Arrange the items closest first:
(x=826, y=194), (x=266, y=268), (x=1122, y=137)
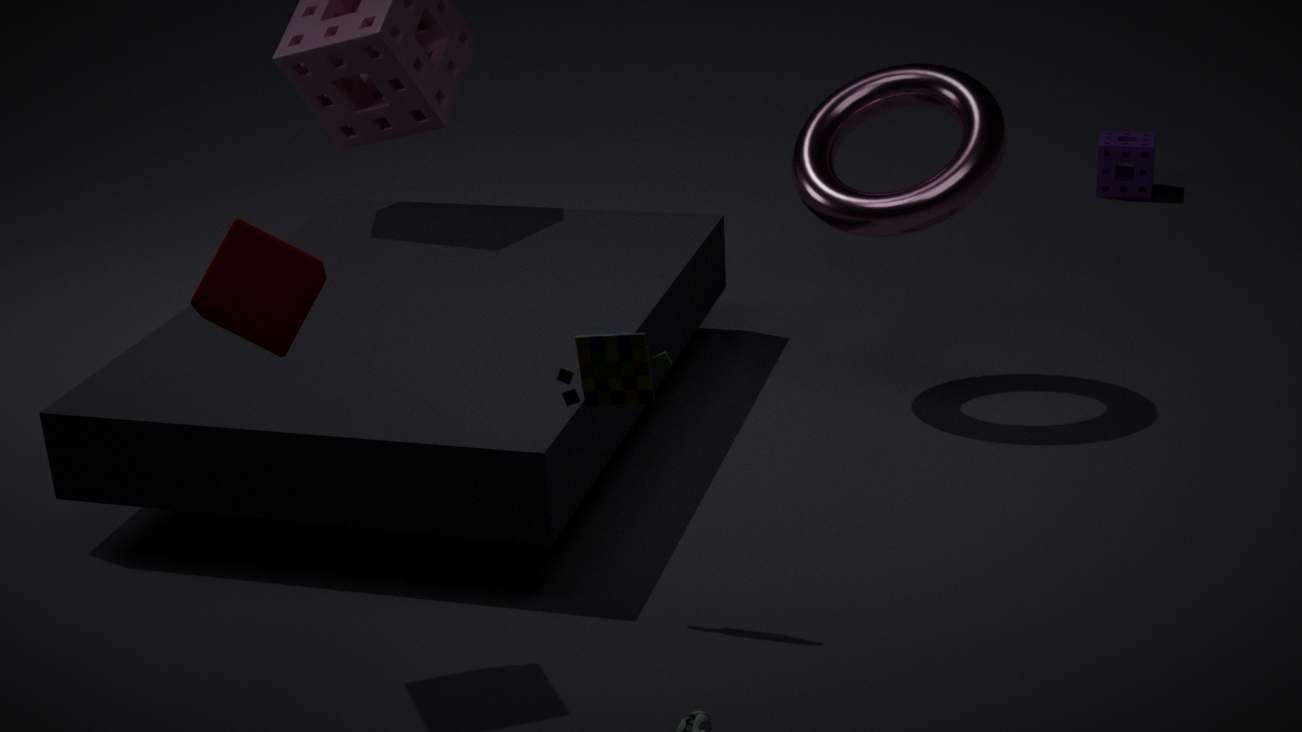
1. (x=266, y=268)
2. (x=826, y=194)
3. (x=1122, y=137)
